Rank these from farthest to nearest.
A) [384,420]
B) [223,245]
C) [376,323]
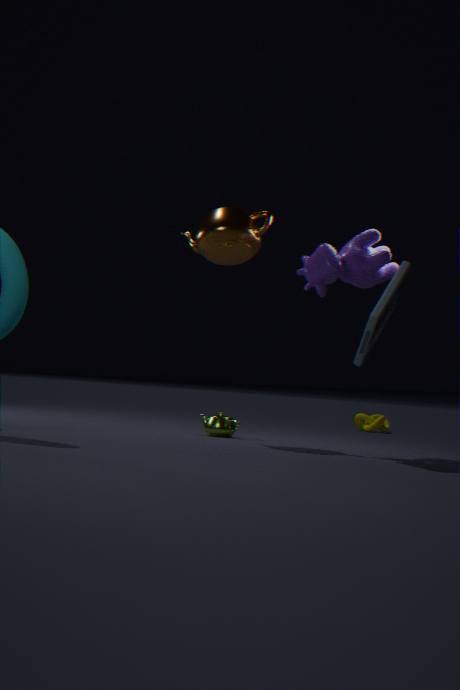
1. [384,420]
2. [223,245]
3. [376,323]
